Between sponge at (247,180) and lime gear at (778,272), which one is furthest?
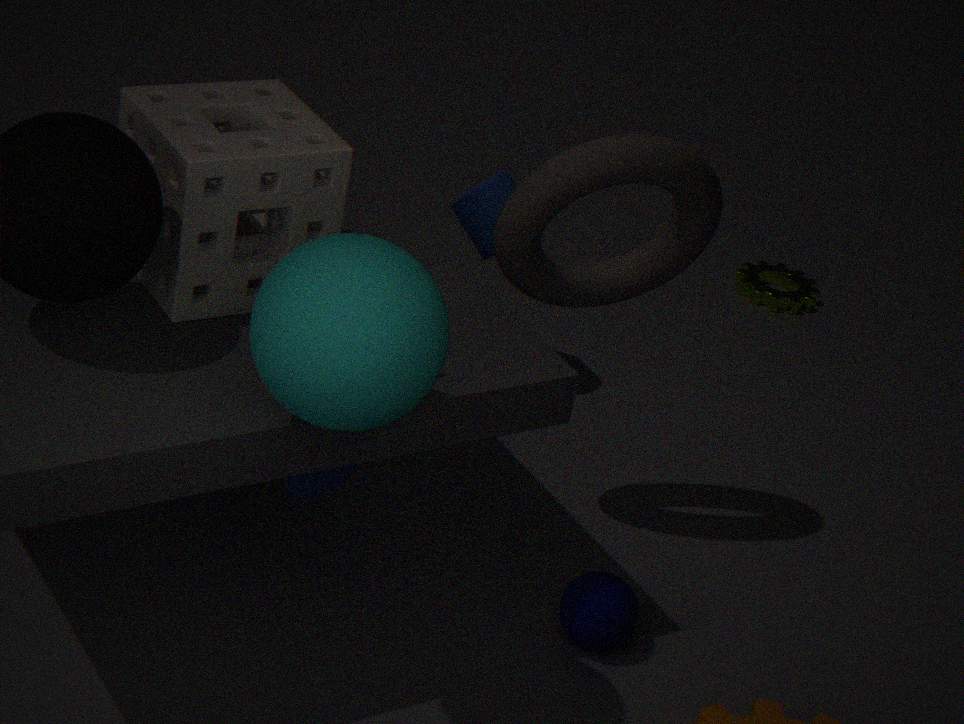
lime gear at (778,272)
